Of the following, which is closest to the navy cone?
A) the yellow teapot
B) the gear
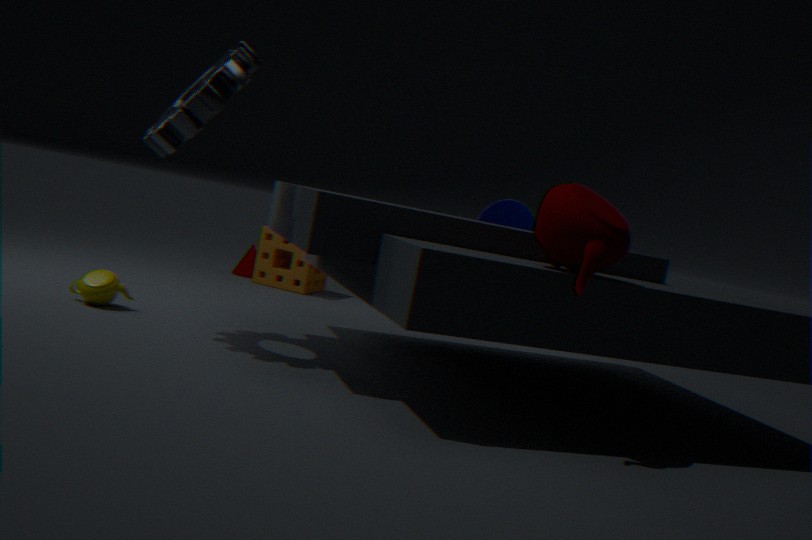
the gear
